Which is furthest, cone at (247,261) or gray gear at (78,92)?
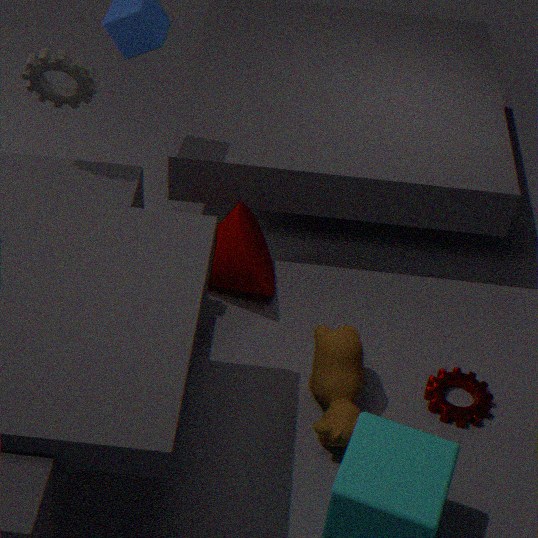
cone at (247,261)
